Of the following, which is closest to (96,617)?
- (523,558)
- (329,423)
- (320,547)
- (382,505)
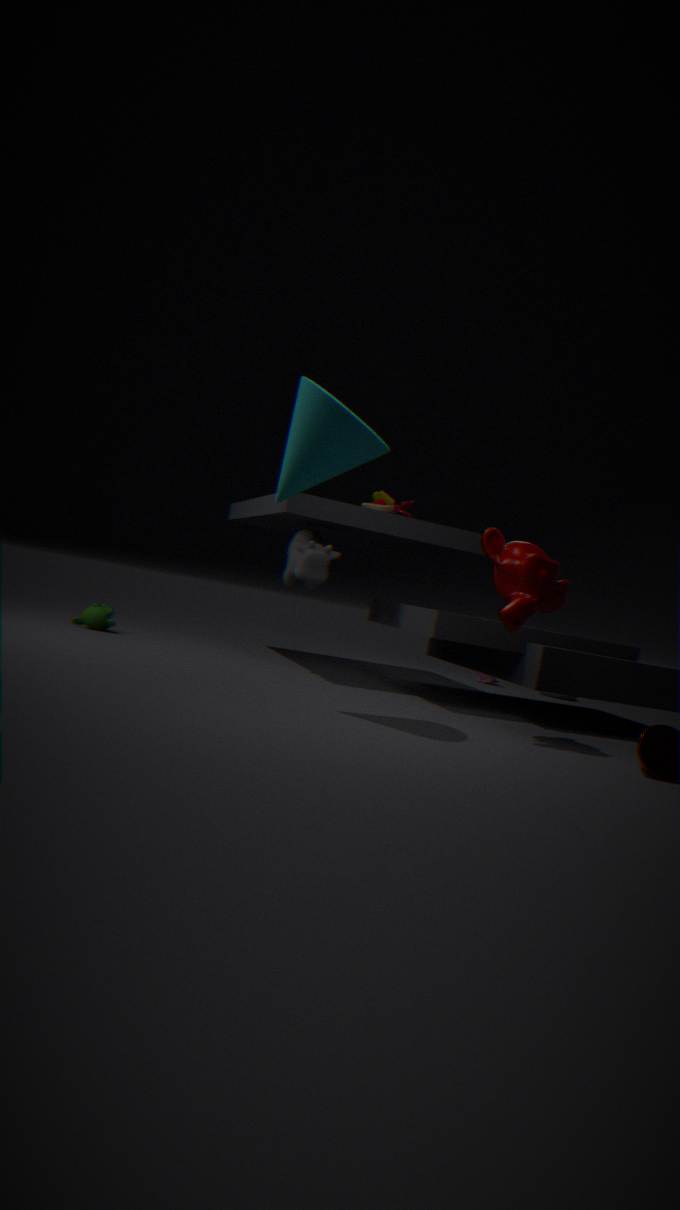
(320,547)
